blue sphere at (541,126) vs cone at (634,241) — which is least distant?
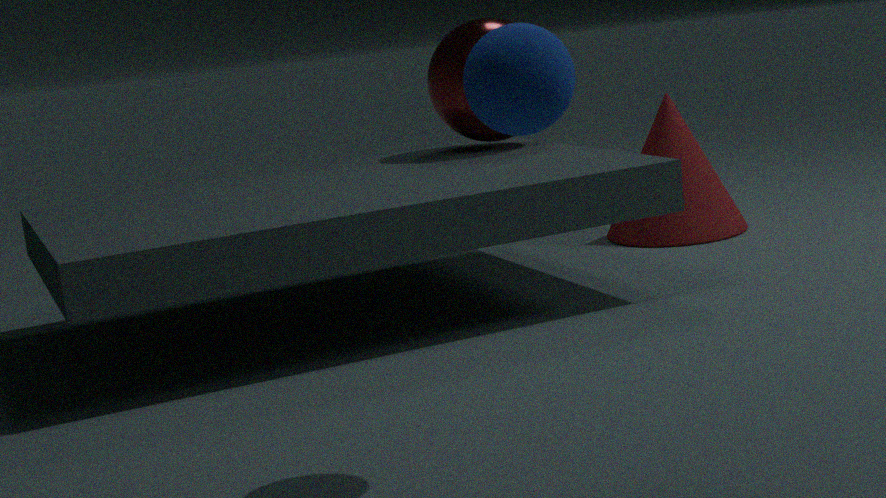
blue sphere at (541,126)
